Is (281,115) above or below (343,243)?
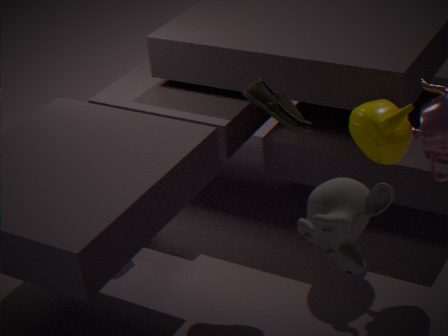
above
